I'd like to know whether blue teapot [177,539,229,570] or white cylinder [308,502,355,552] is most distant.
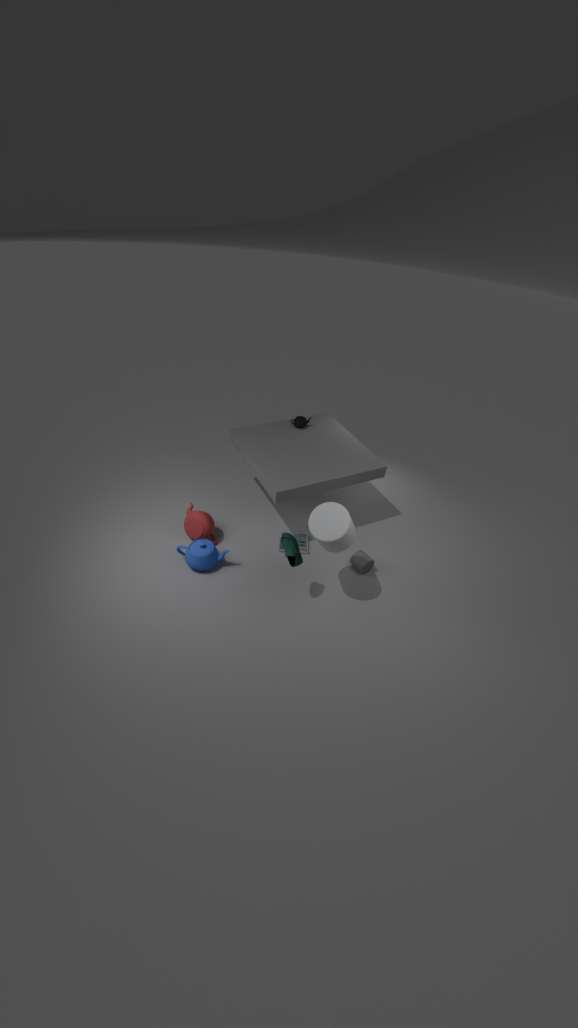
blue teapot [177,539,229,570]
